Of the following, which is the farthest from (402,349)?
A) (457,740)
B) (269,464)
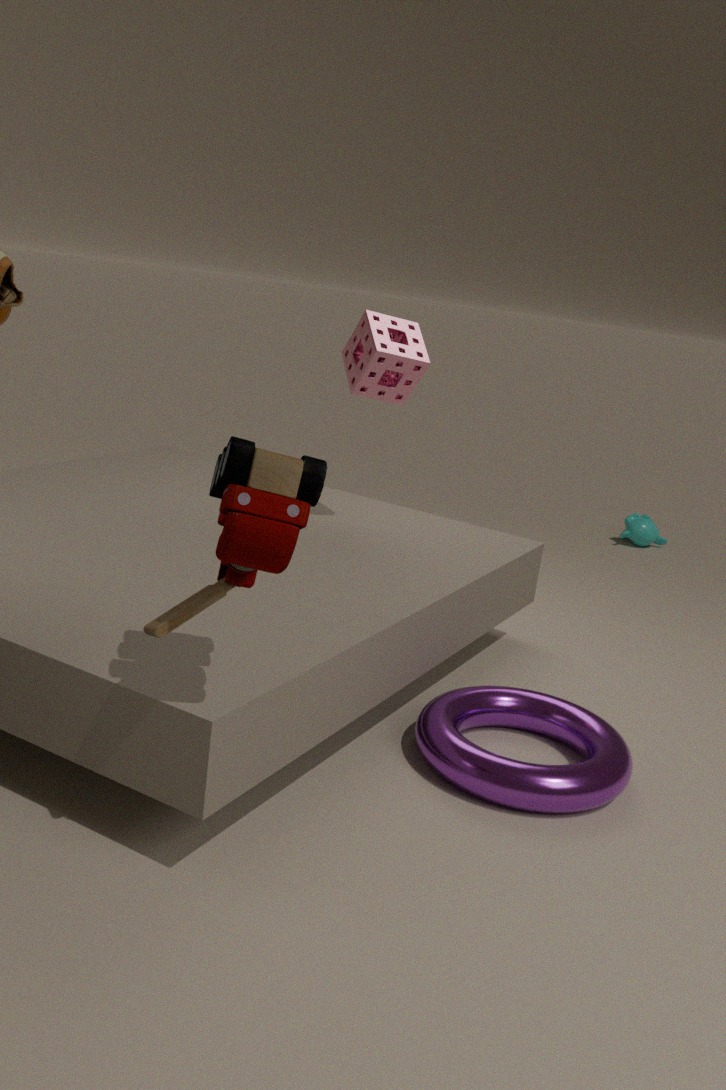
(269,464)
